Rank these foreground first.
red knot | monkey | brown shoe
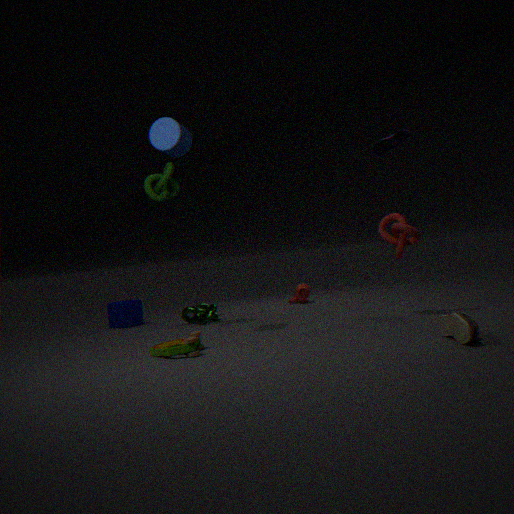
brown shoe < red knot < monkey
